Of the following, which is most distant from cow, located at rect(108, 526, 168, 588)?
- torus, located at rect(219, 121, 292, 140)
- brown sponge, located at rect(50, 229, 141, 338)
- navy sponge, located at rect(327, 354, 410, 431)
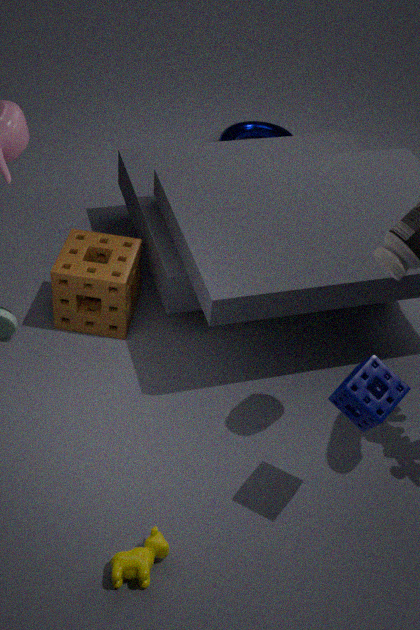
torus, located at rect(219, 121, 292, 140)
